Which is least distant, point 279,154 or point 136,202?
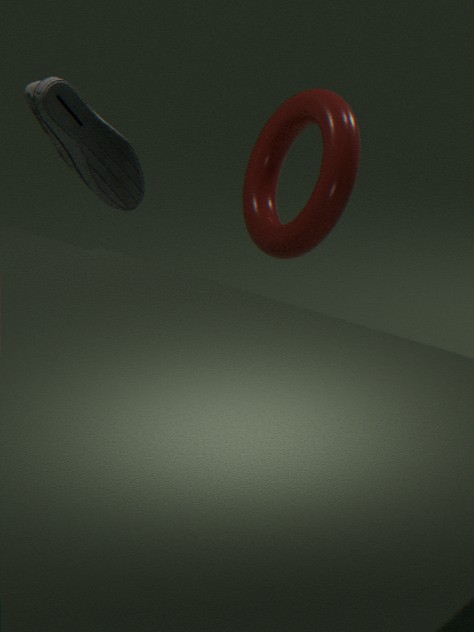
point 136,202
